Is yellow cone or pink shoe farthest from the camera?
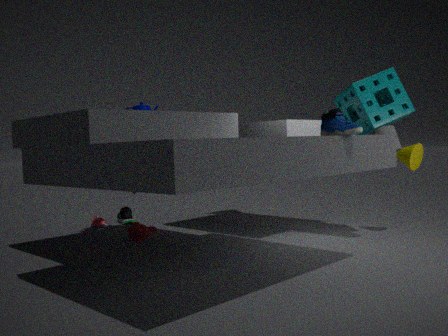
pink shoe
